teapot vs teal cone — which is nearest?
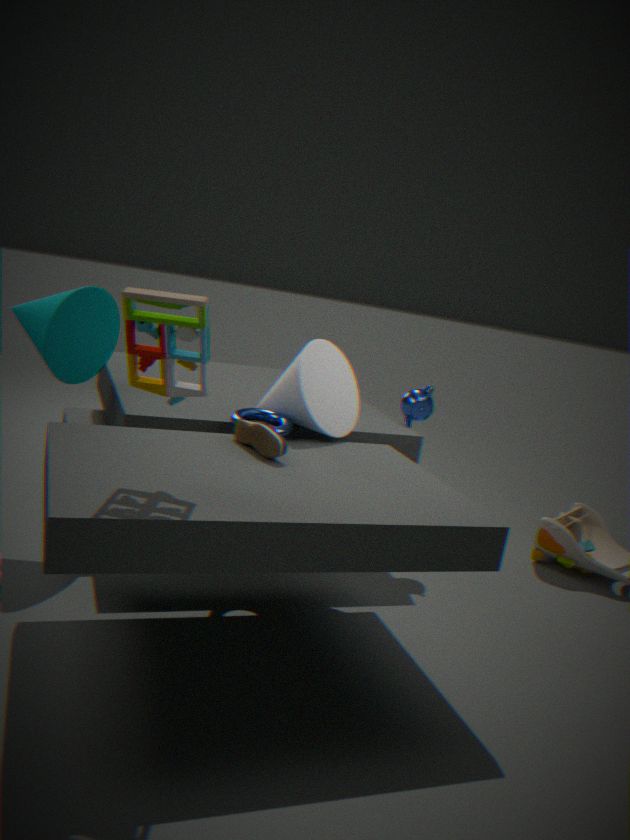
teal cone
